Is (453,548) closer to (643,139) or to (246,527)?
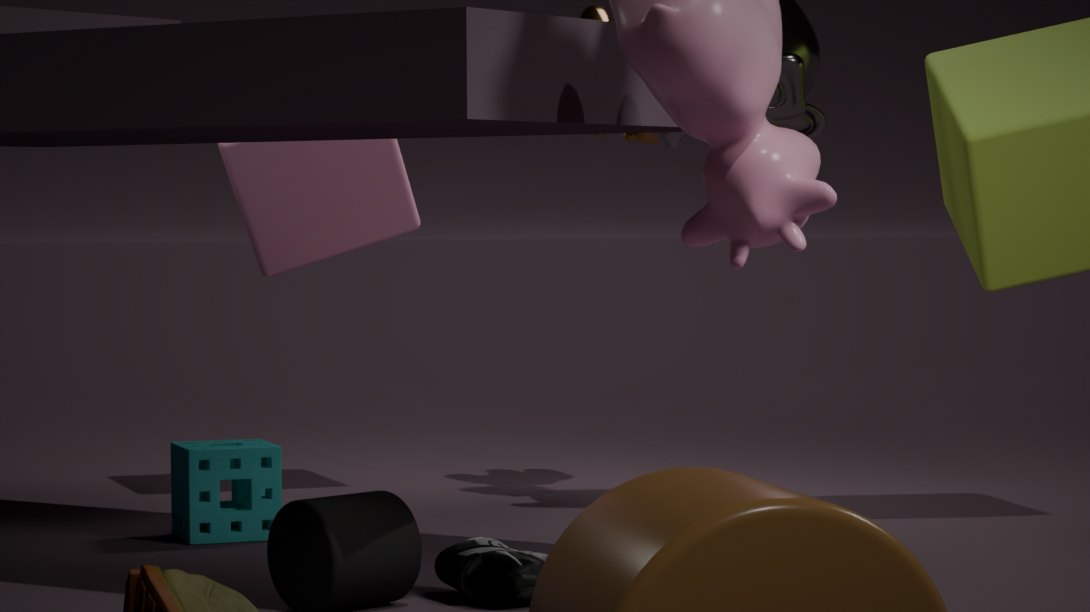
(246,527)
